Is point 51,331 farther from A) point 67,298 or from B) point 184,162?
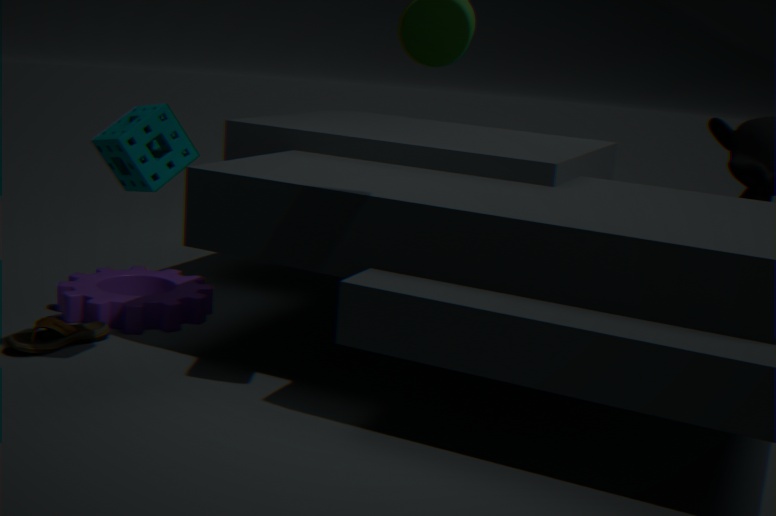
B) point 184,162
